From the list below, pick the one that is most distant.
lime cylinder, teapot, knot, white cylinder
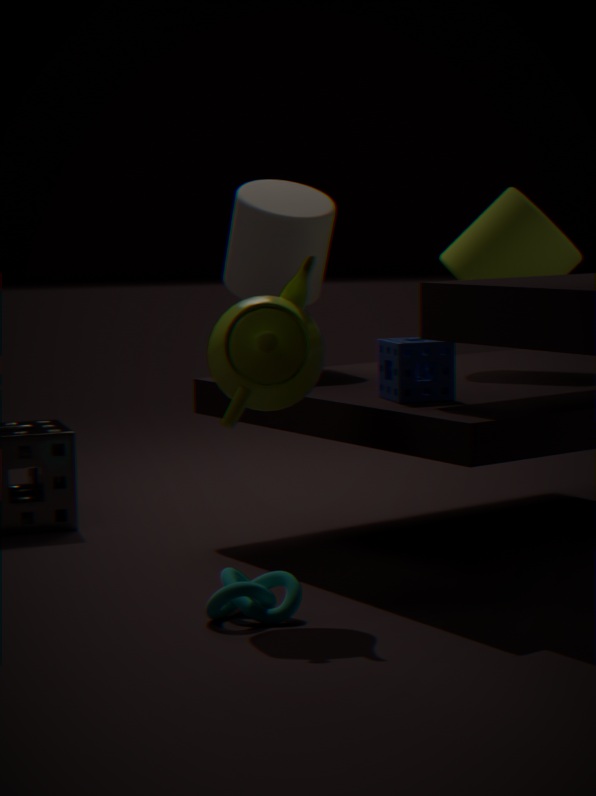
white cylinder
